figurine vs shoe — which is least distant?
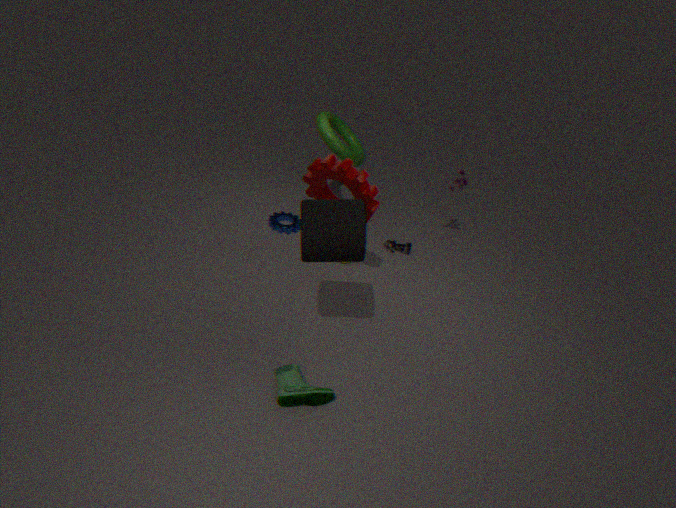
shoe
